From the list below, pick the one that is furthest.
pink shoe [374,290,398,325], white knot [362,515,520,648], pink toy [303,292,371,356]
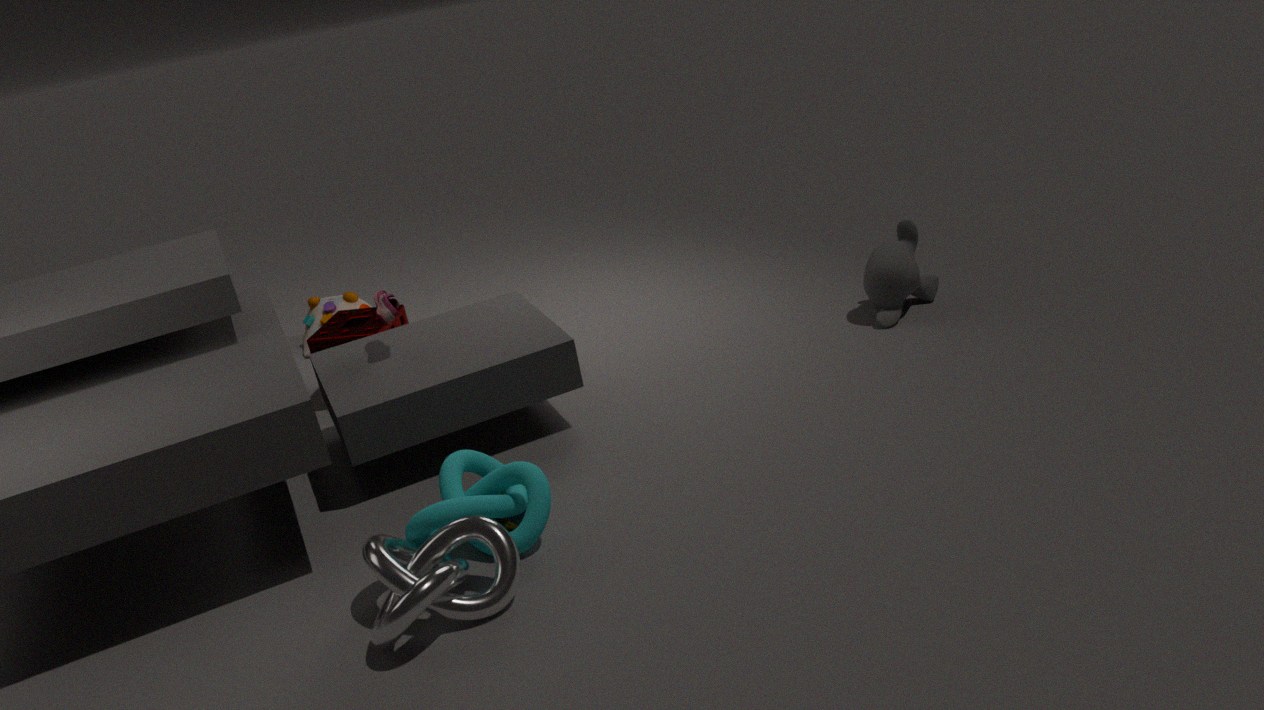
pink toy [303,292,371,356]
